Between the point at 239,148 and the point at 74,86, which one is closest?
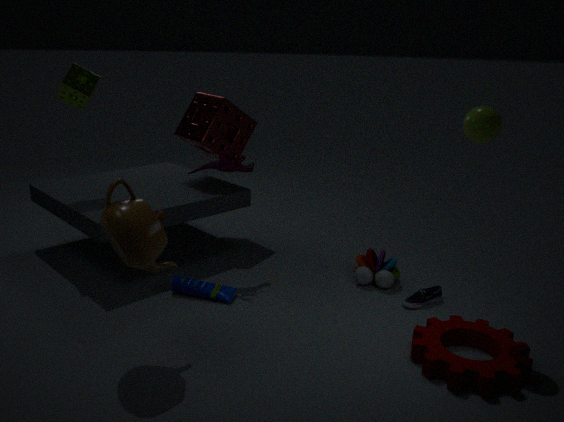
the point at 74,86
